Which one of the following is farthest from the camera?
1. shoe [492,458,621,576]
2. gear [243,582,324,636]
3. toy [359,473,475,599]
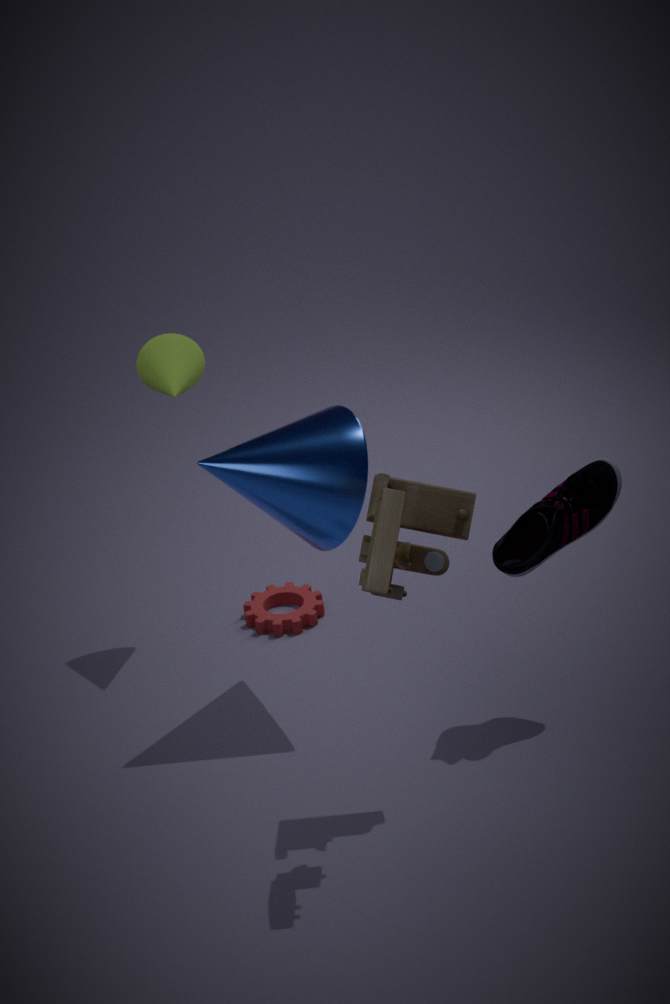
gear [243,582,324,636]
